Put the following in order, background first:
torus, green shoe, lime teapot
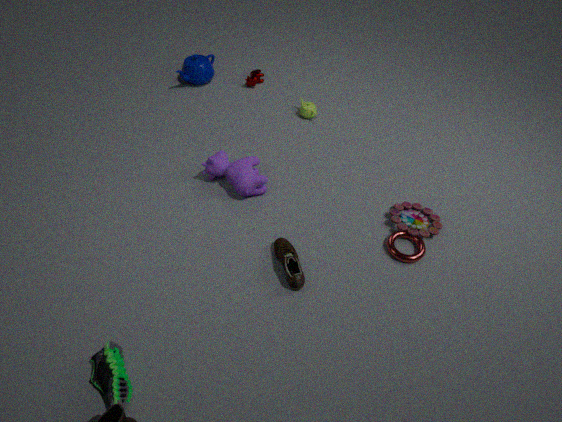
lime teapot, torus, green shoe
